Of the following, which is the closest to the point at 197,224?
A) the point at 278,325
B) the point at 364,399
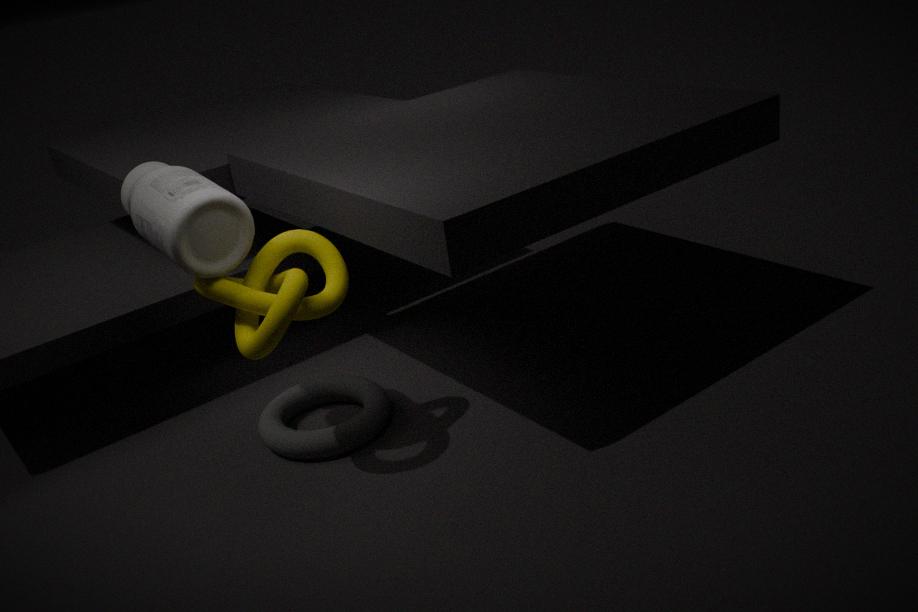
the point at 278,325
